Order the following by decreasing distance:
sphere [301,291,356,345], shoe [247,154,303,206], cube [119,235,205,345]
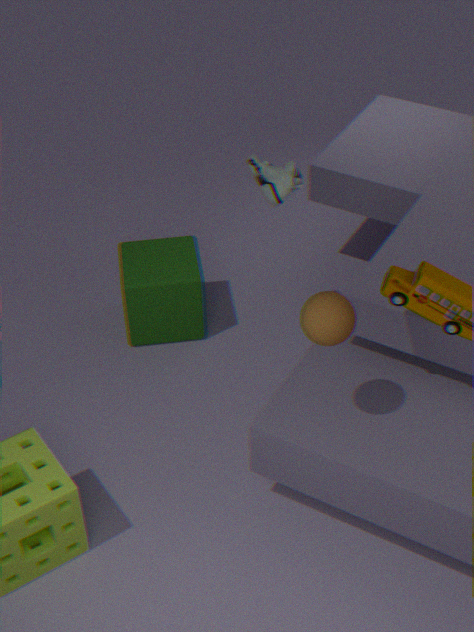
1. cube [119,235,205,345]
2. shoe [247,154,303,206]
3. sphere [301,291,356,345]
